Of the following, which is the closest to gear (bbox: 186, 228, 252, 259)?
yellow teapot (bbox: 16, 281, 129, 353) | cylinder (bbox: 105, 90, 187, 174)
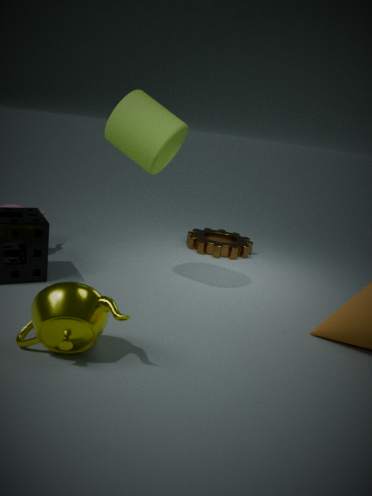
cylinder (bbox: 105, 90, 187, 174)
